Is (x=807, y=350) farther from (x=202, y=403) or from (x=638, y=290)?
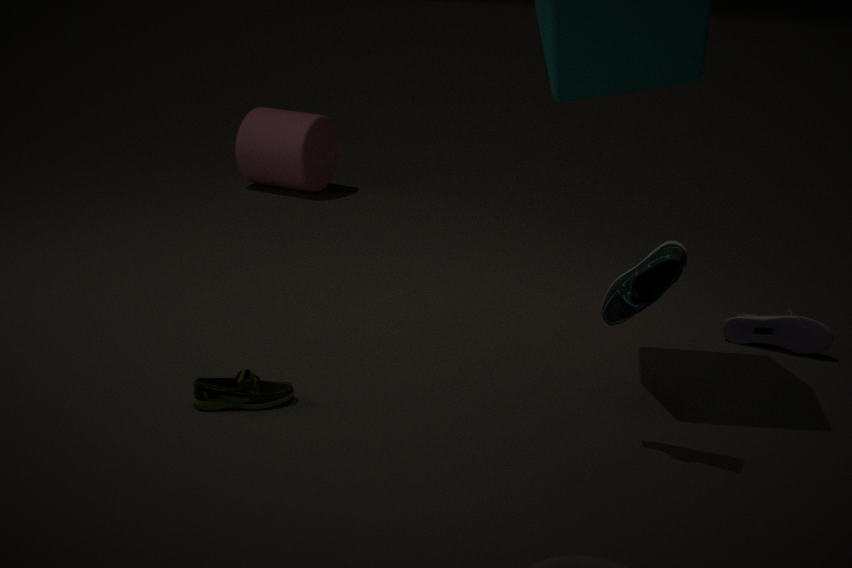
(x=202, y=403)
